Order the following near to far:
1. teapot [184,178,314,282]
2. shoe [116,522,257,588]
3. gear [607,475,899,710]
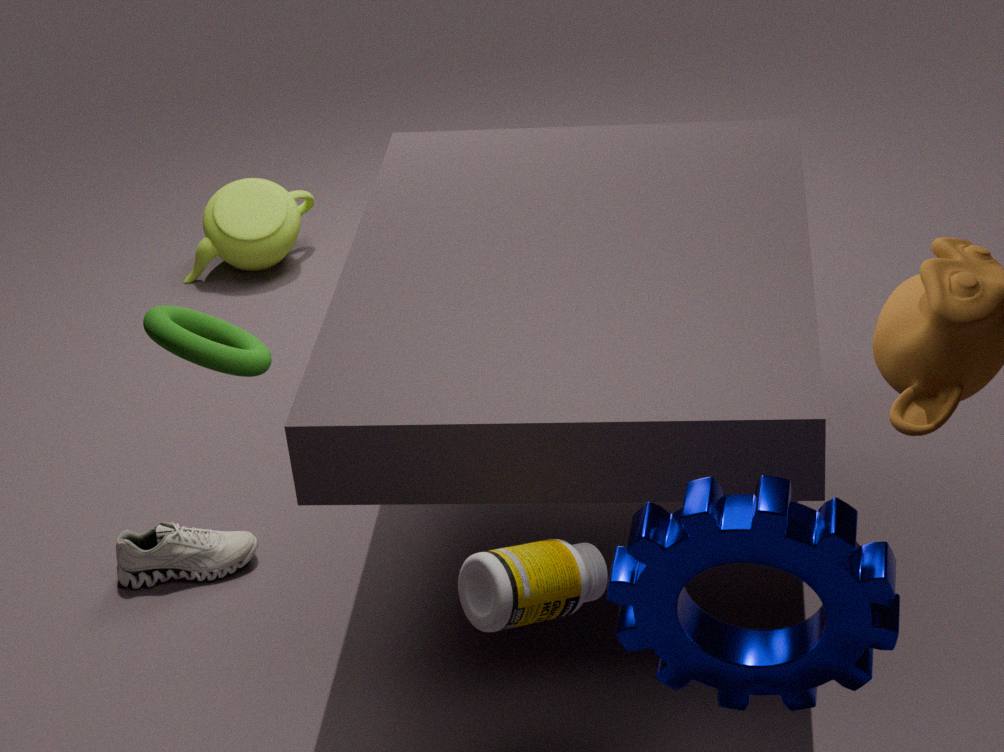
gear [607,475,899,710], shoe [116,522,257,588], teapot [184,178,314,282]
